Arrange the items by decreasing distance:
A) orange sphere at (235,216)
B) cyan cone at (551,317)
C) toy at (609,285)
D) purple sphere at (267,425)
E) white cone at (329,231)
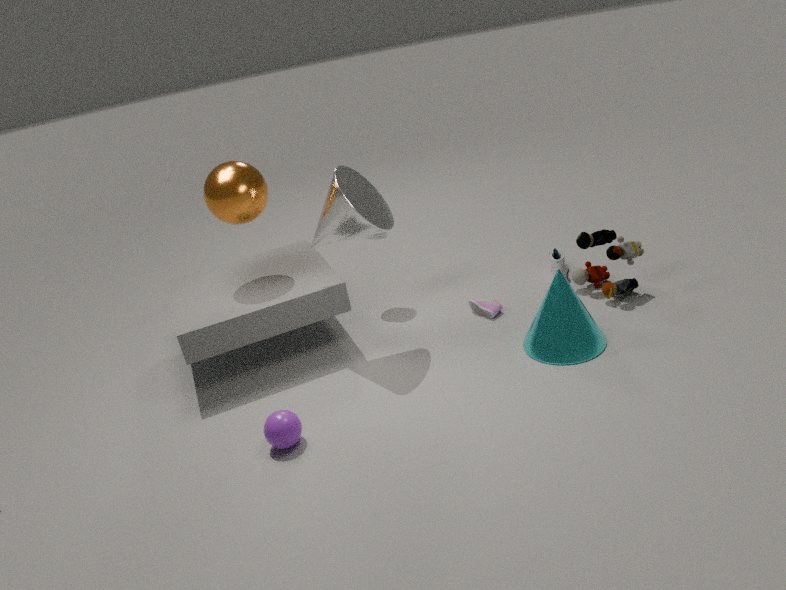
toy at (609,285) < orange sphere at (235,216) < cyan cone at (551,317) < white cone at (329,231) < purple sphere at (267,425)
